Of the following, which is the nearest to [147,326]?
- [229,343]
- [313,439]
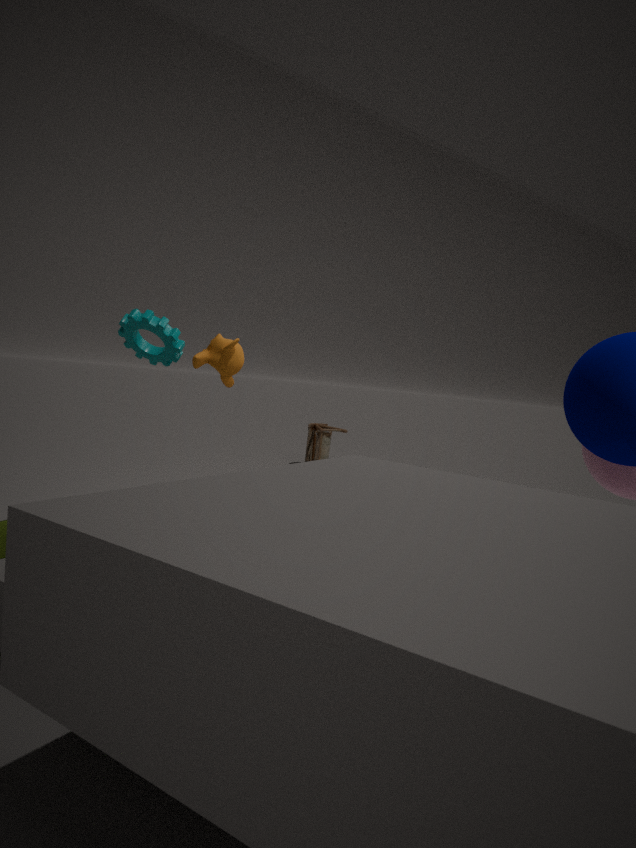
[229,343]
